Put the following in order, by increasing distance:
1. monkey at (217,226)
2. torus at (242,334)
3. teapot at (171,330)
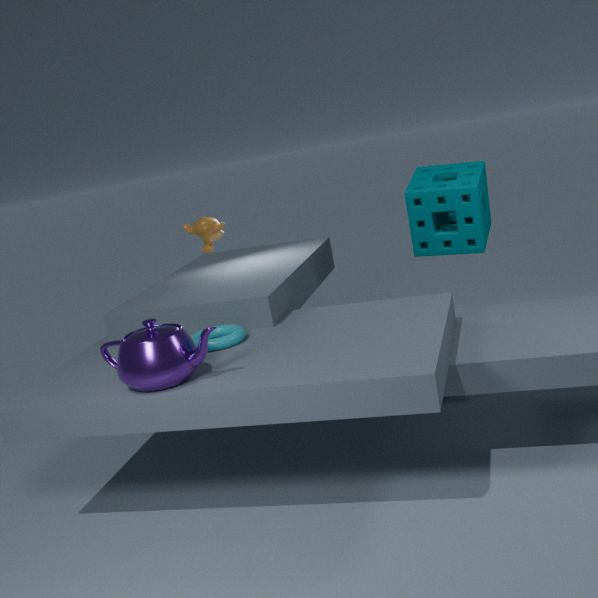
teapot at (171,330) → torus at (242,334) → monkey at (217,226)
